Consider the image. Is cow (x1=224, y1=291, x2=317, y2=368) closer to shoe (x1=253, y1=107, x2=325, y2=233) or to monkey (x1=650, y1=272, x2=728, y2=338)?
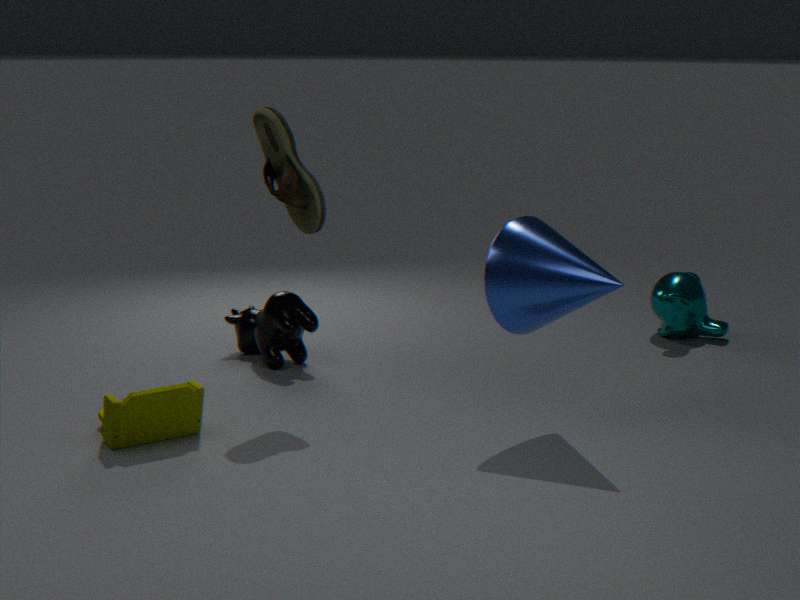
shoe (x1=253, y1=107, x2=325, y2=233)
